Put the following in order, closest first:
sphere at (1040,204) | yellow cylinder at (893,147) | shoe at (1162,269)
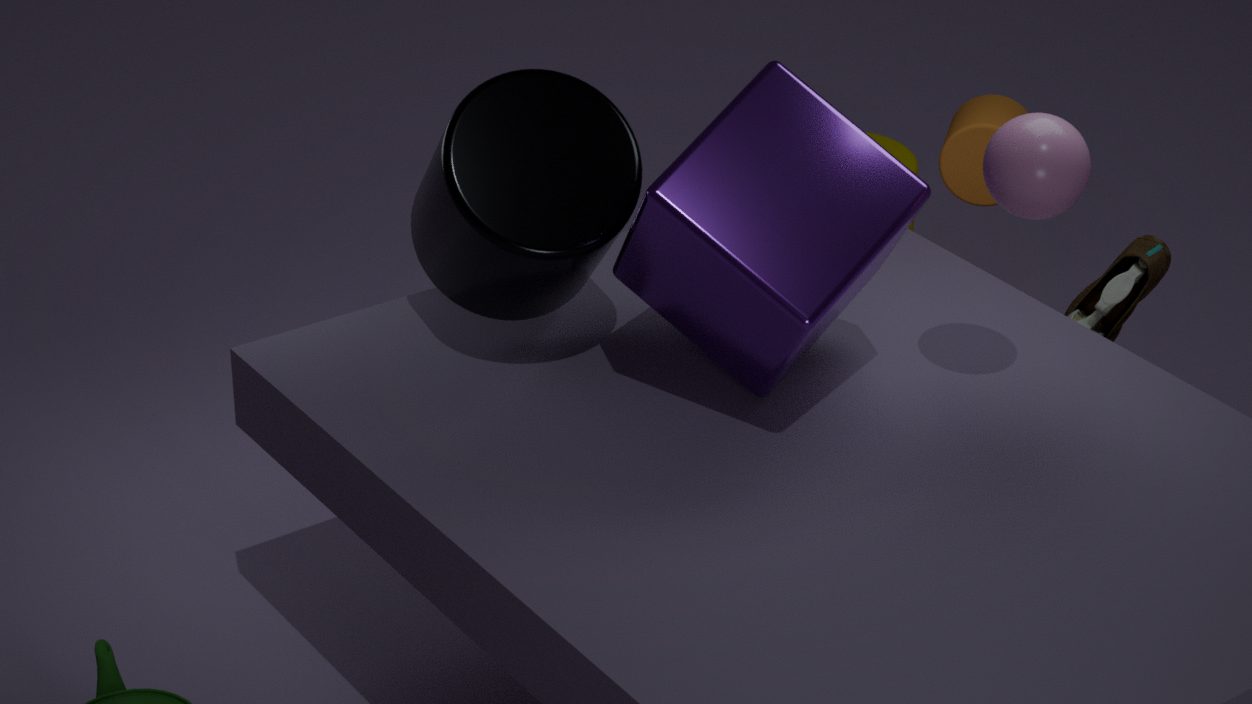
A: sphere at (1040,204) < shoe at (1162,269) < yellow cylinder at (893,147)
